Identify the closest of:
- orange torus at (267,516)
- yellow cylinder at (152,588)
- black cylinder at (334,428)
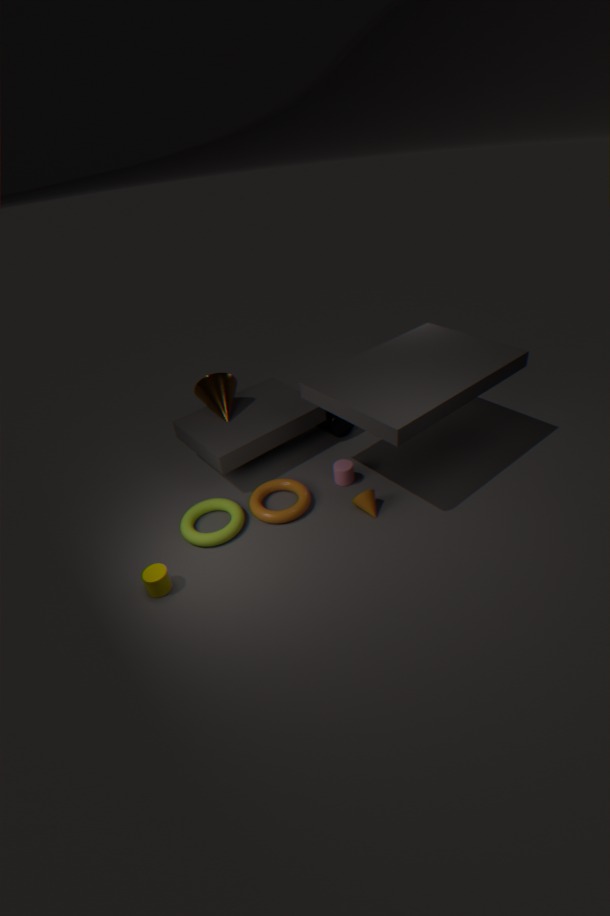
yellow cylinder at (152,588)
